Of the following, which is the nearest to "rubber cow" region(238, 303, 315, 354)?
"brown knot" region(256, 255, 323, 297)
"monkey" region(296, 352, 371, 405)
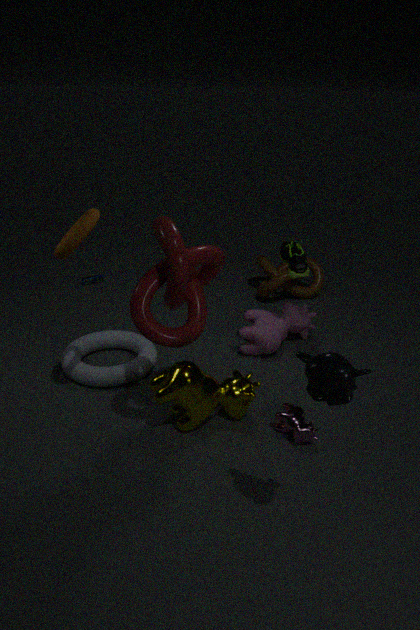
"brown knot" region(256, 255, 323, 297)
